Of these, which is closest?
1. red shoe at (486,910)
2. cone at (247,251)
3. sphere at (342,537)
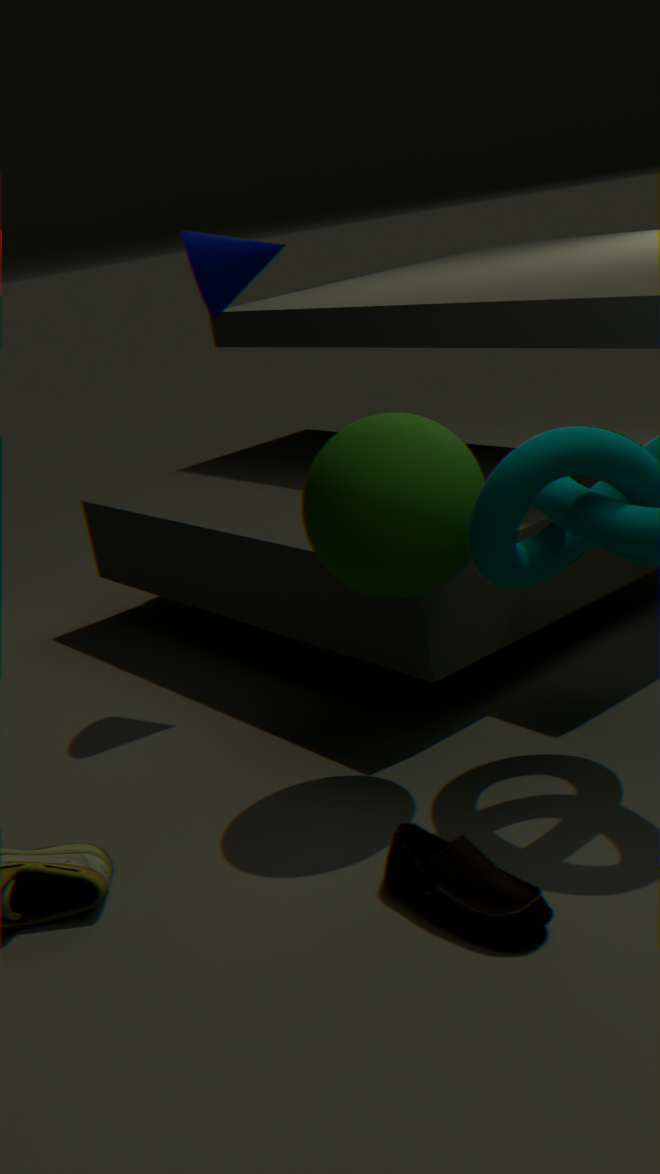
red shoe at (486,910)
